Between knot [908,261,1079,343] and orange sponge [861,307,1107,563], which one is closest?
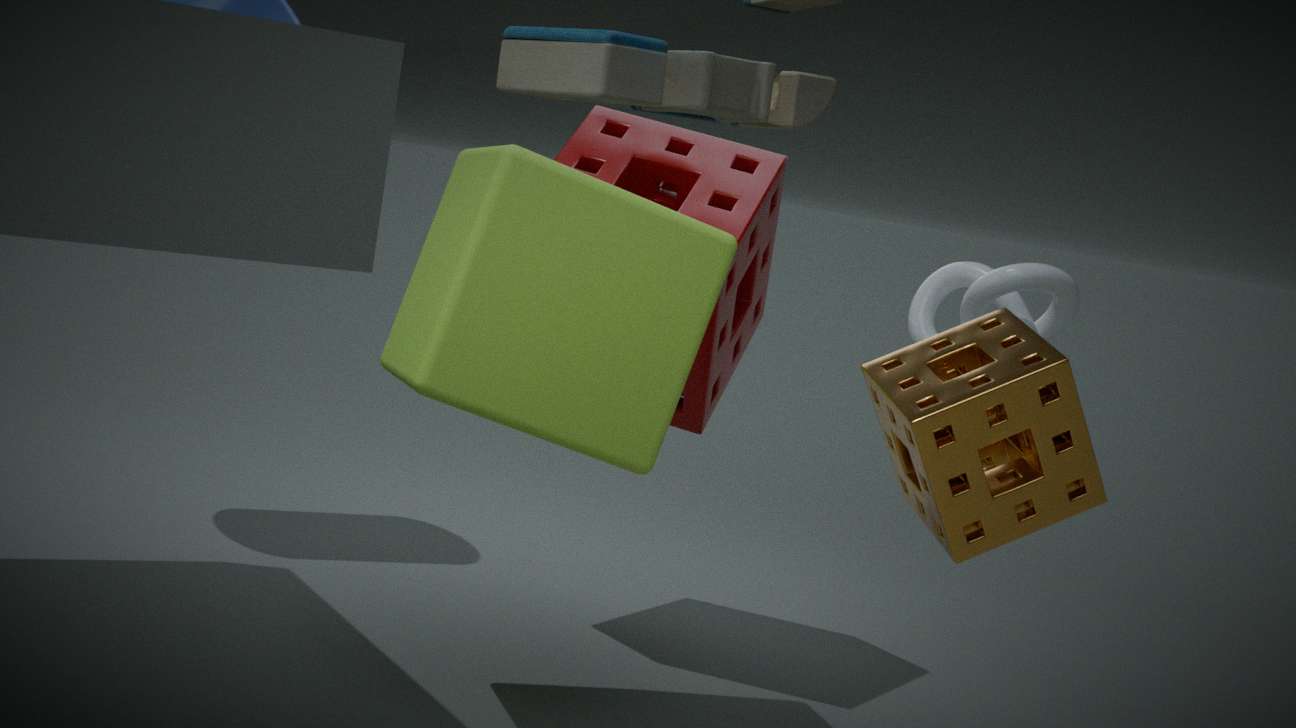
orange sponge [861,307,1107,563]
